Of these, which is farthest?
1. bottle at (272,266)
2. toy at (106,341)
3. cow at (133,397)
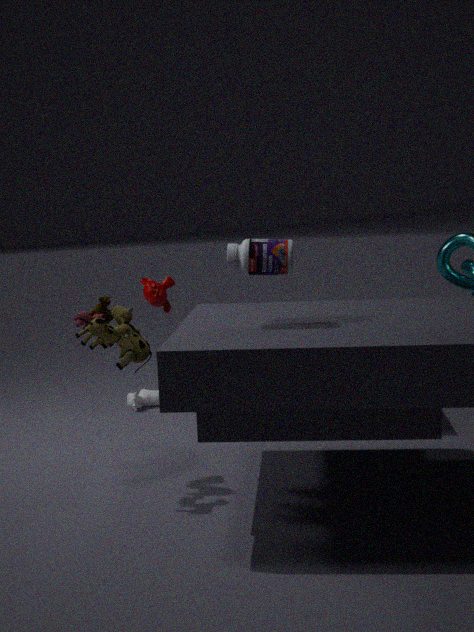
cow at (133,397)
